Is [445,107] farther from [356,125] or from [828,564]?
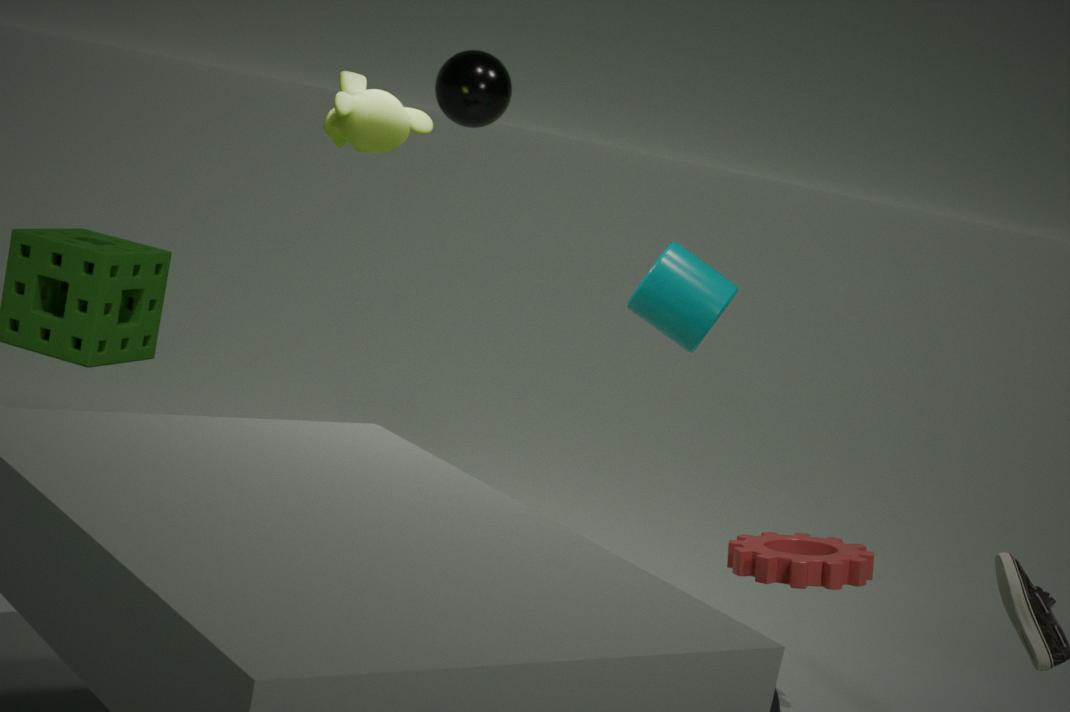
[828,564]
